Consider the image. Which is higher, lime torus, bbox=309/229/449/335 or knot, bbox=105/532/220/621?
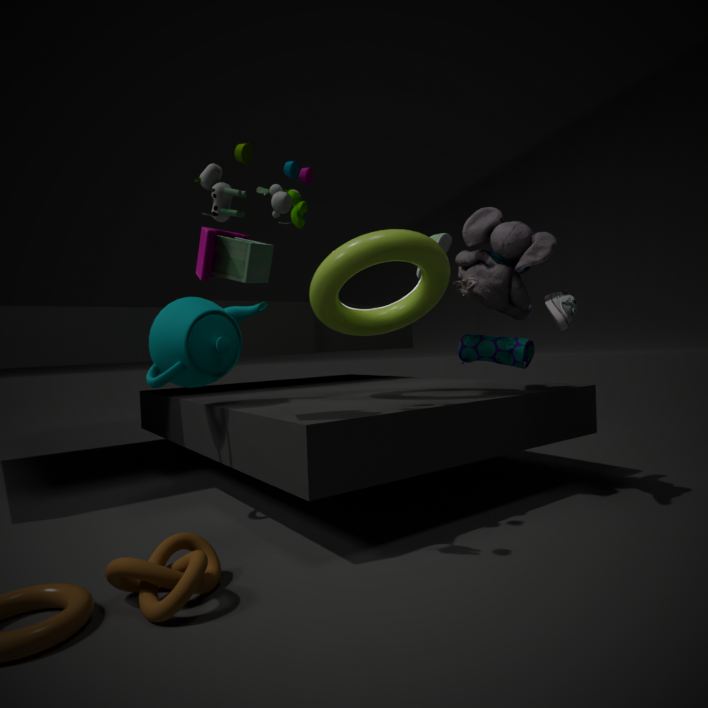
lime torus, bbox=309/229/449/335
